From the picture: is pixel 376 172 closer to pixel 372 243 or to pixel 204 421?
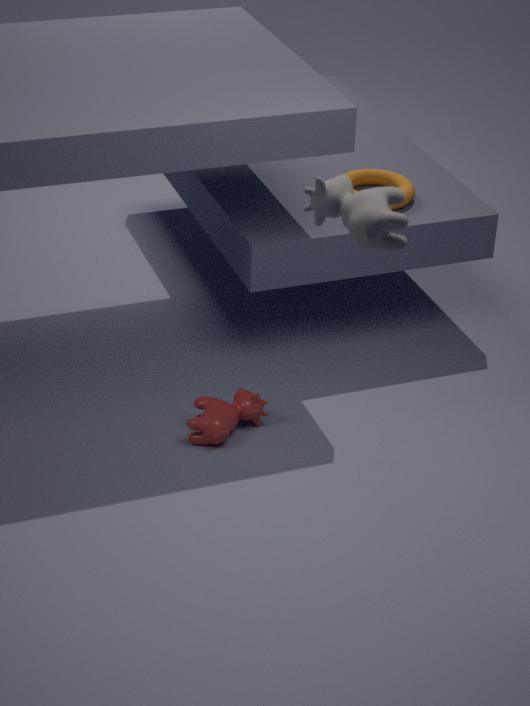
pixel 204 421
